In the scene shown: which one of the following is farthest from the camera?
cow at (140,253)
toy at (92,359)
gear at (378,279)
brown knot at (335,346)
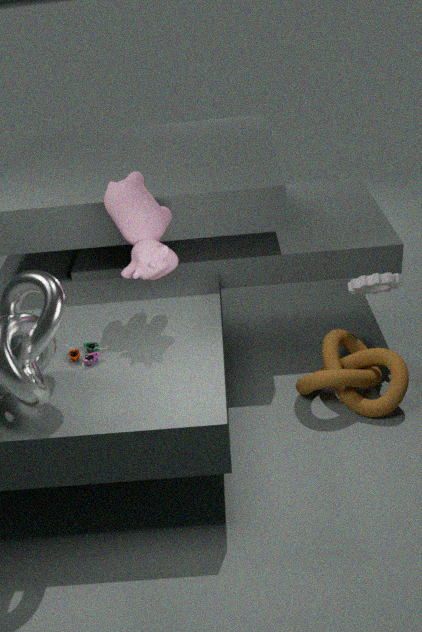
gear at (378,279)
